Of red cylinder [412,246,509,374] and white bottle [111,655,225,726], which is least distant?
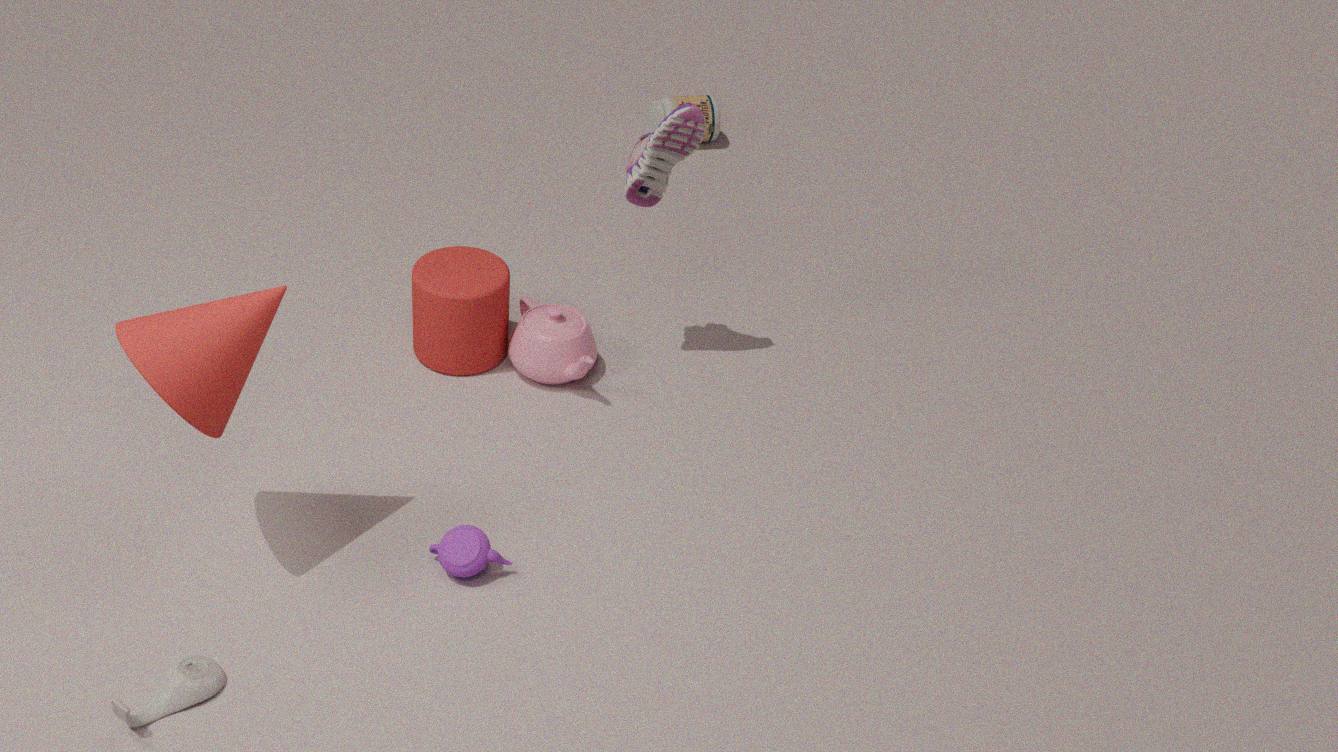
white bottle [111,655,225,726]
